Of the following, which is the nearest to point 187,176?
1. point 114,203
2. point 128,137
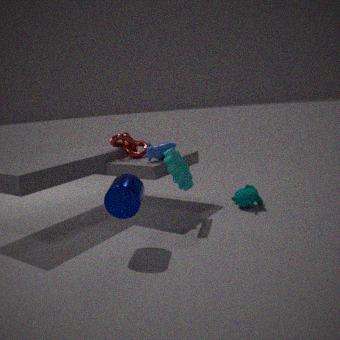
point 114,203
